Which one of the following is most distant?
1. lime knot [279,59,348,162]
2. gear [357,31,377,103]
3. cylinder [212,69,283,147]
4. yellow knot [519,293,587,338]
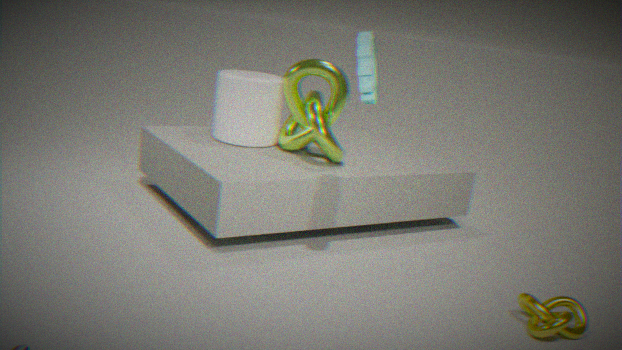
cylinder [212,69,283,147]
